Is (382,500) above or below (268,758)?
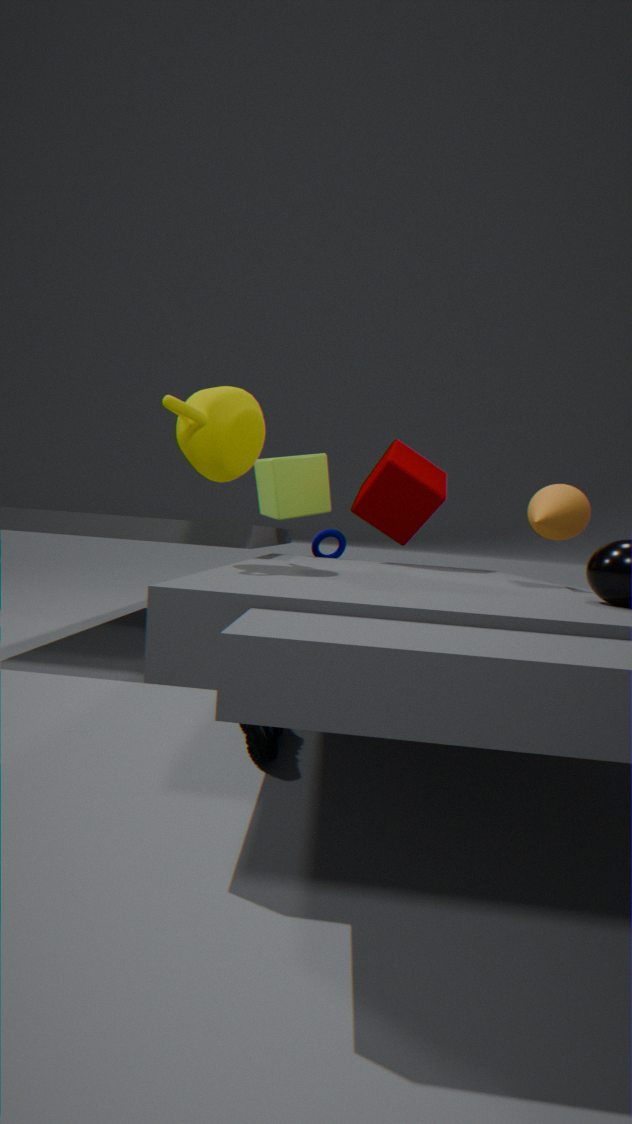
above
